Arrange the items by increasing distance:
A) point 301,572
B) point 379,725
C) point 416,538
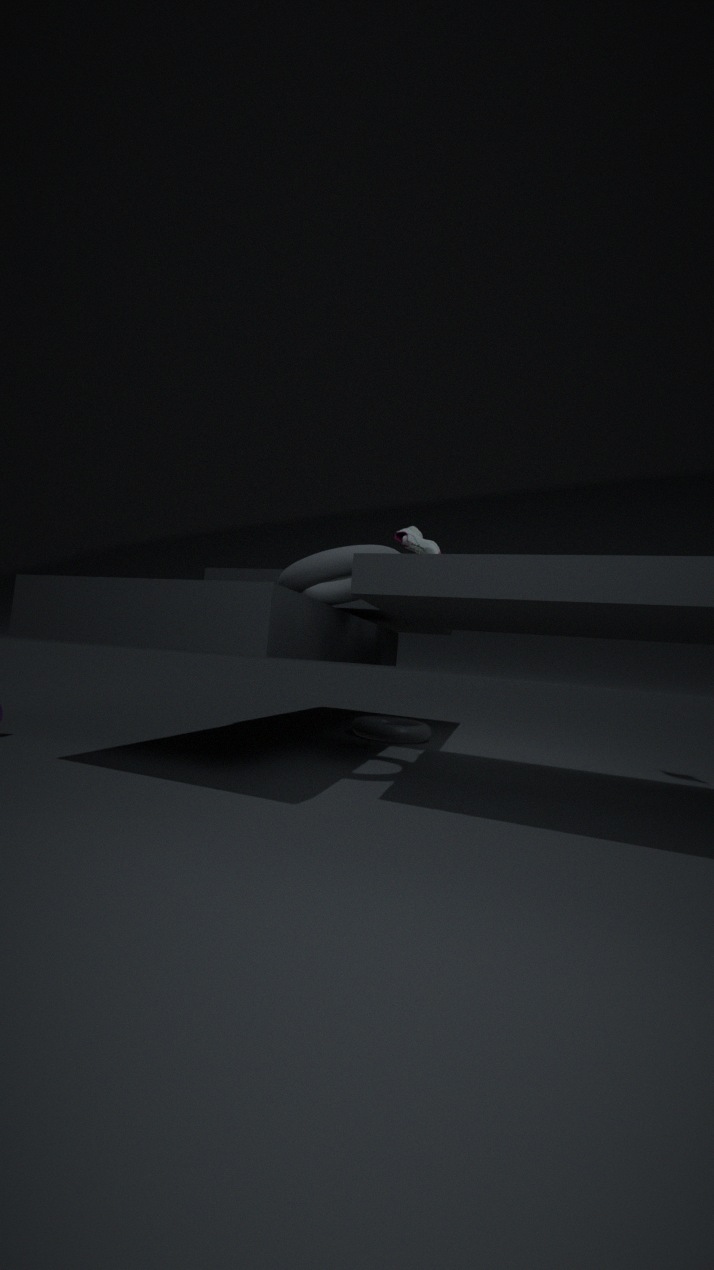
point 301,572 → point 416,538 → point 379,725
